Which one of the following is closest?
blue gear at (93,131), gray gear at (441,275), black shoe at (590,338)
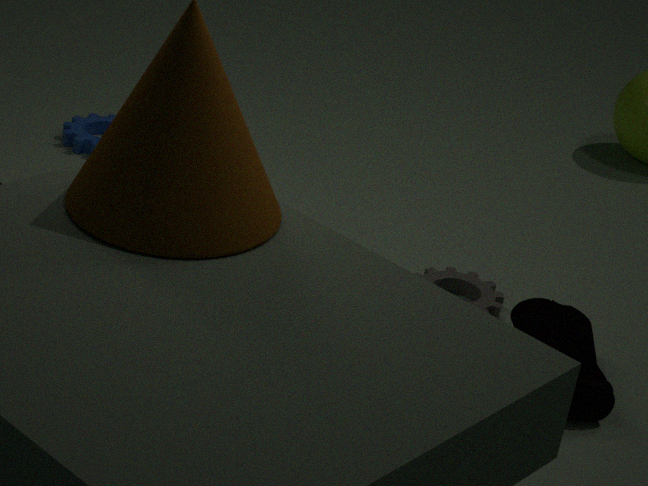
black shoe at (590,338)
